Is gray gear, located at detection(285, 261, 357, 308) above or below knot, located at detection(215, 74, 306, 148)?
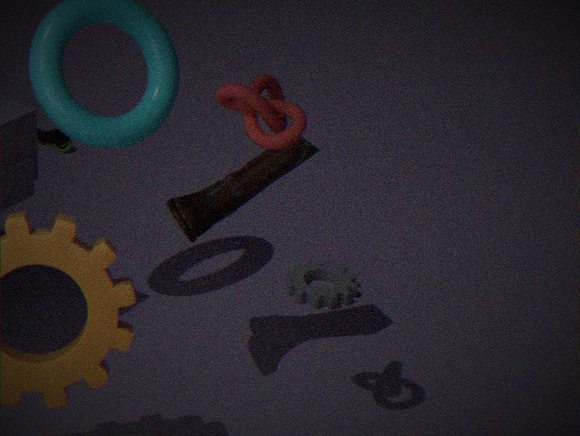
below
